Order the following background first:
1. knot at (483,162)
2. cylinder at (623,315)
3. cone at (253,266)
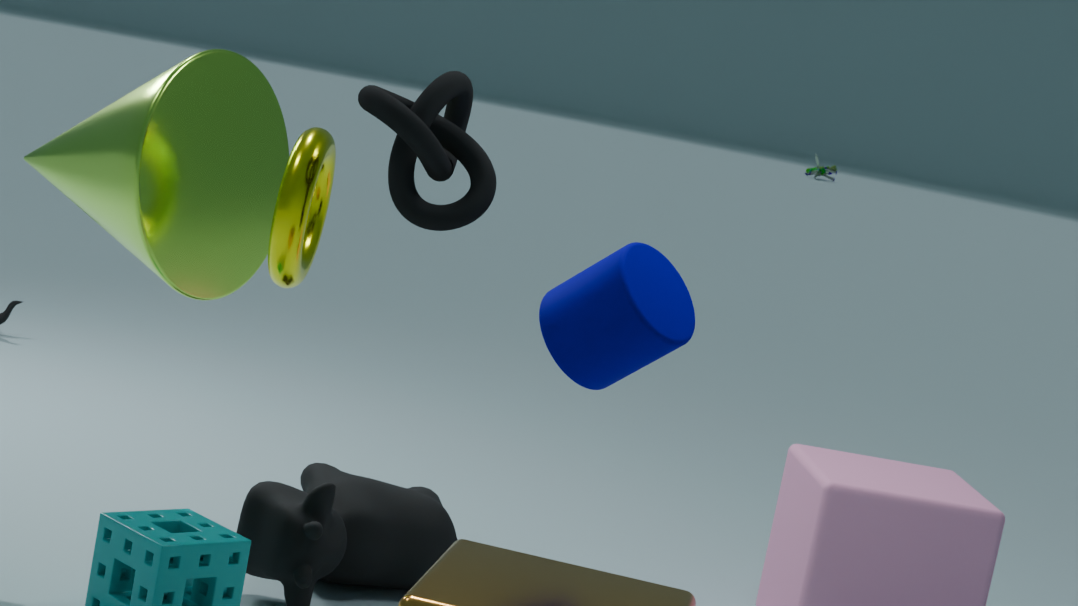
cone at (253,266) → knot at (483,162) → cylinder at (623,315)
